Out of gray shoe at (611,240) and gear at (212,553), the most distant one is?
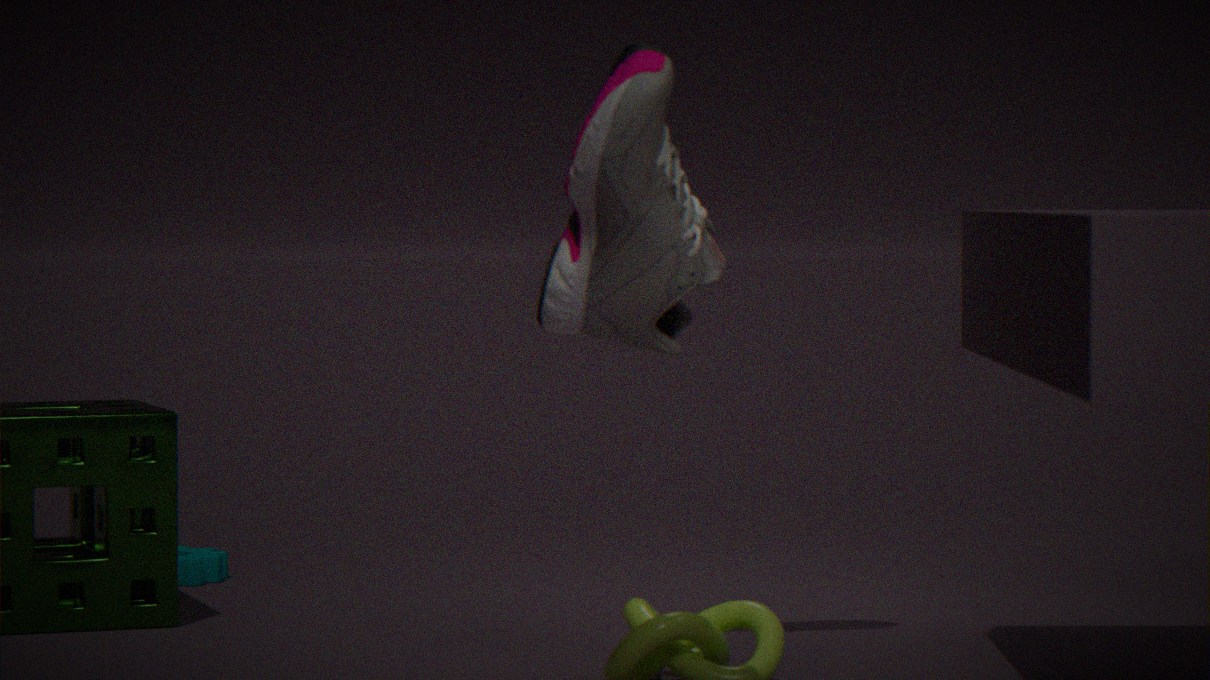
gear at (212,553)
